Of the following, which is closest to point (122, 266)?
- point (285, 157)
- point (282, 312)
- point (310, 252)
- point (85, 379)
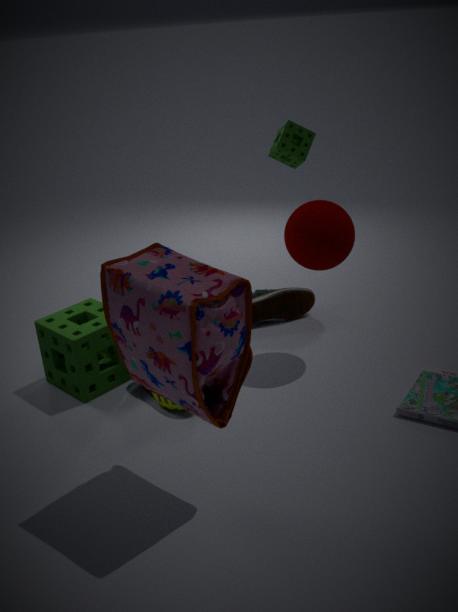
point (85, 379)
